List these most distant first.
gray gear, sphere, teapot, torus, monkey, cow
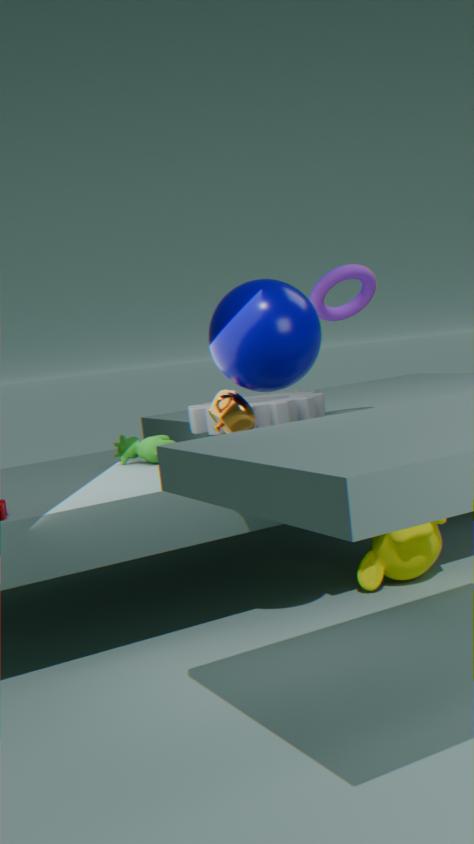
cow → gray gear → torus → monkey → teapot → sphere
